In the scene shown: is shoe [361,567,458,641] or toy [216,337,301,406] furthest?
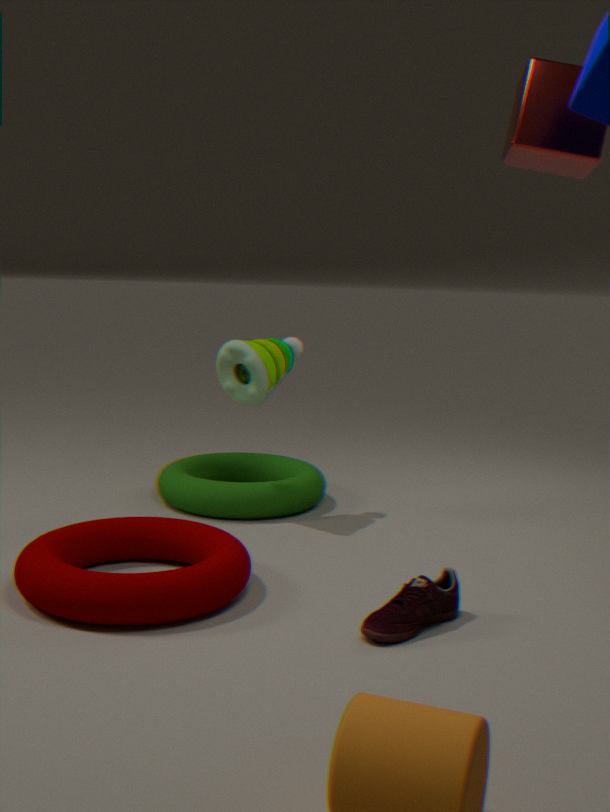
toy [216,337,301,406]
